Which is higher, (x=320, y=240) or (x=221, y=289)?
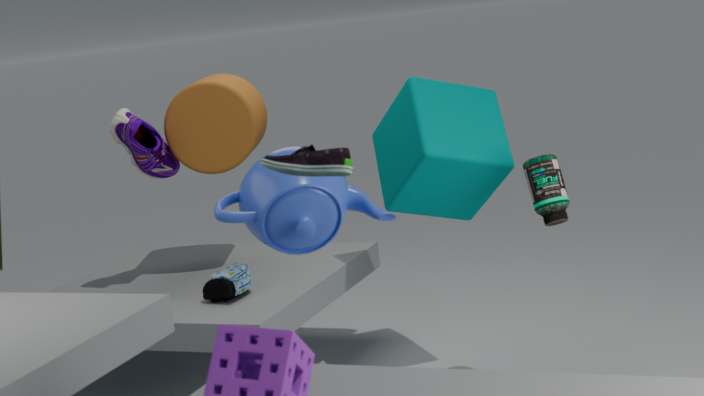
(x=320, y=240)
